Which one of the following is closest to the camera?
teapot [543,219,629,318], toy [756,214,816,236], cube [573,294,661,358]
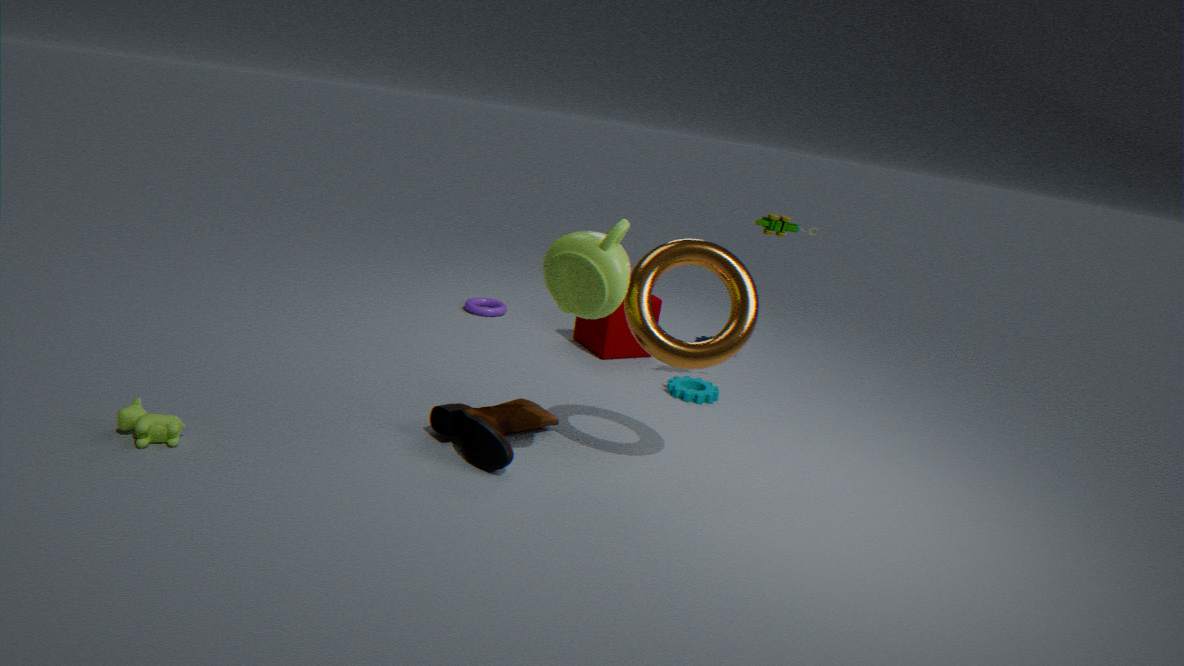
teapot [543,219,629,318]
